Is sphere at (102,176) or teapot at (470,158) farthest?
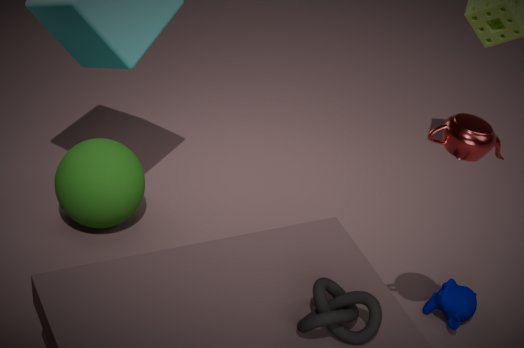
sphere at (102,176)
